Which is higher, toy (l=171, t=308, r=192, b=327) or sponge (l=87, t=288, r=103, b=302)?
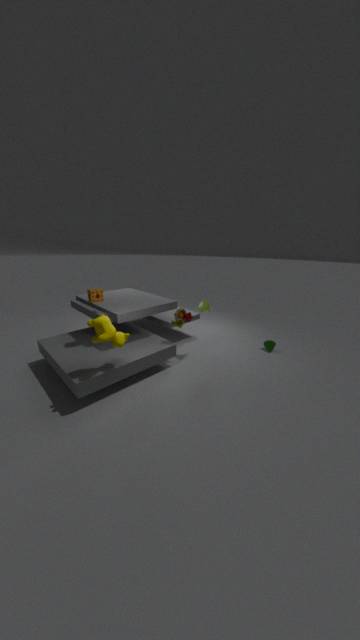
sponge (l=87, t=288, r=103, b=302)
